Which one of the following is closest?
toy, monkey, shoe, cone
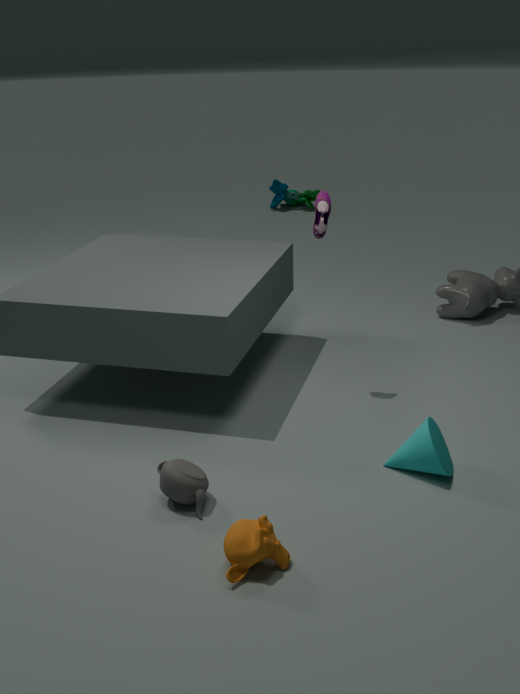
monkey
